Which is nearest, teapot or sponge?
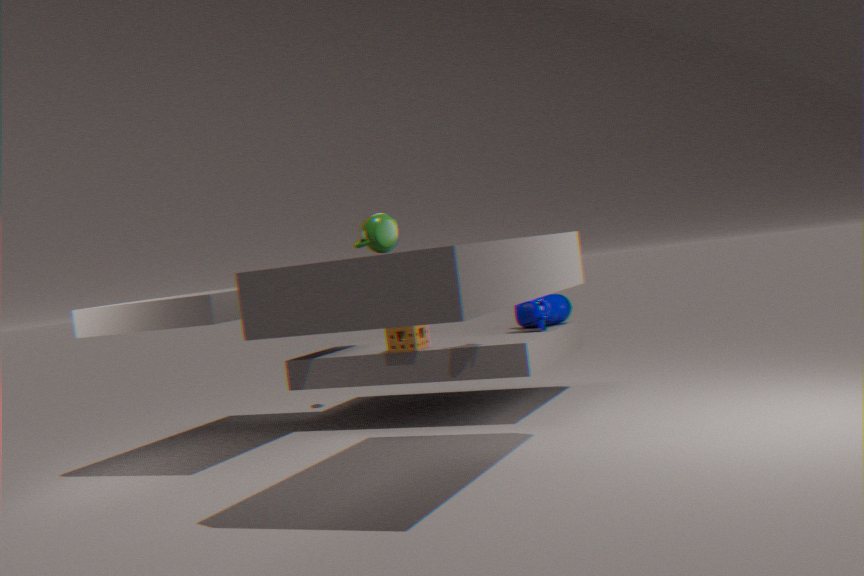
teapot
